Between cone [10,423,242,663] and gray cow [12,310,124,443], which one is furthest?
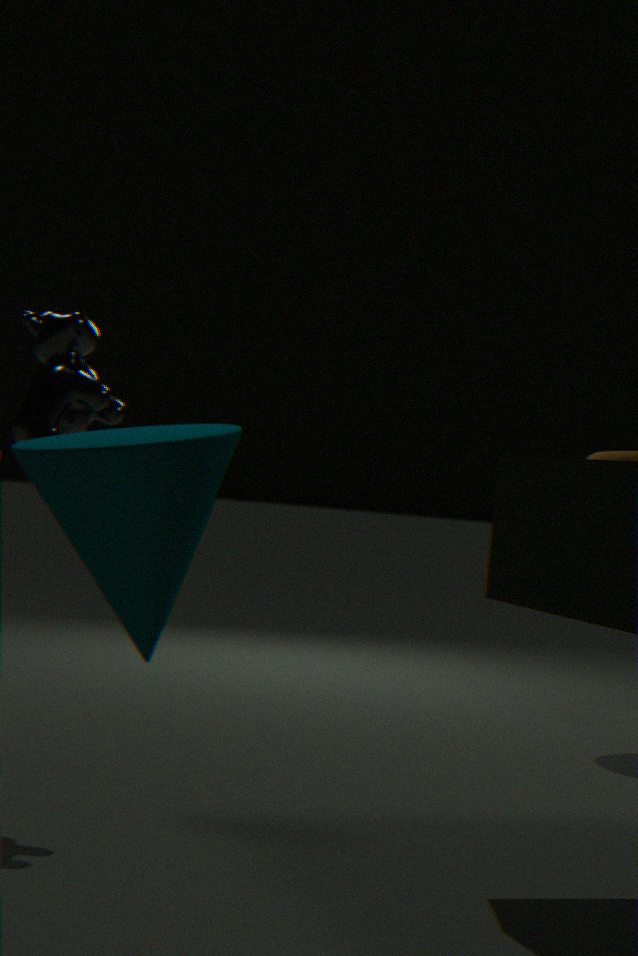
gray cow [12,310,124,443]
